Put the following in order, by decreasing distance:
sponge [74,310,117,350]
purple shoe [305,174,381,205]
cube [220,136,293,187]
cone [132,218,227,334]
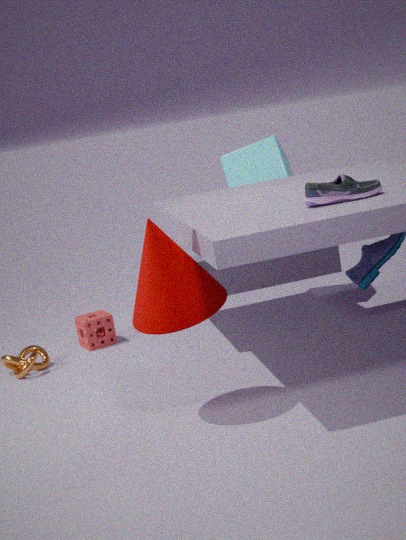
cube [220,136,293,187]
sponge [74,310,117,350]
purple shoe [305,174,381,205]
cone [132,218,227,334]
